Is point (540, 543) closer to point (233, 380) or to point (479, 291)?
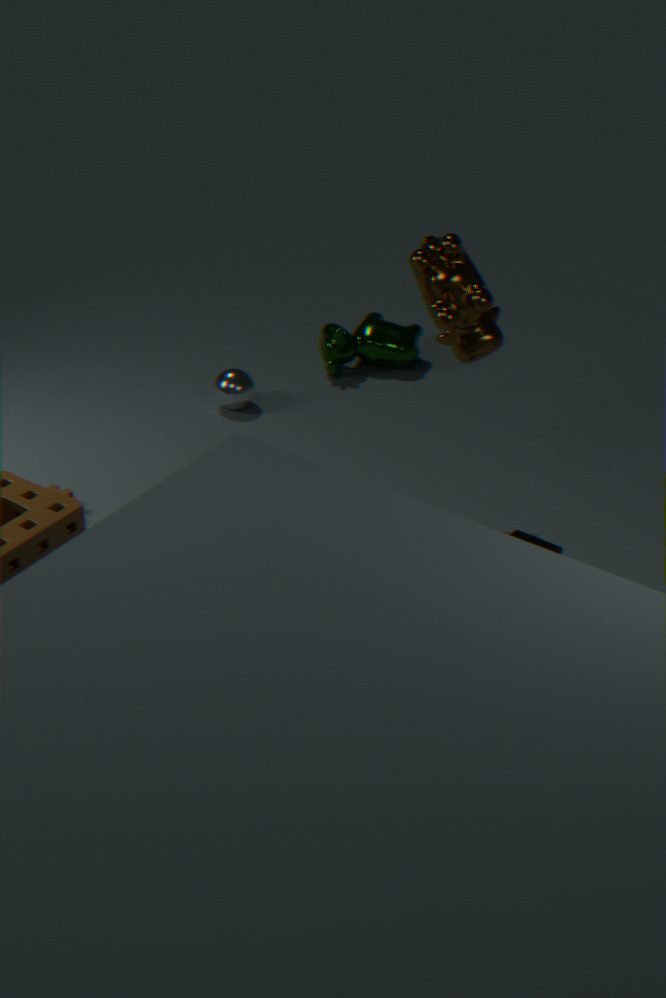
point (479, 291)
